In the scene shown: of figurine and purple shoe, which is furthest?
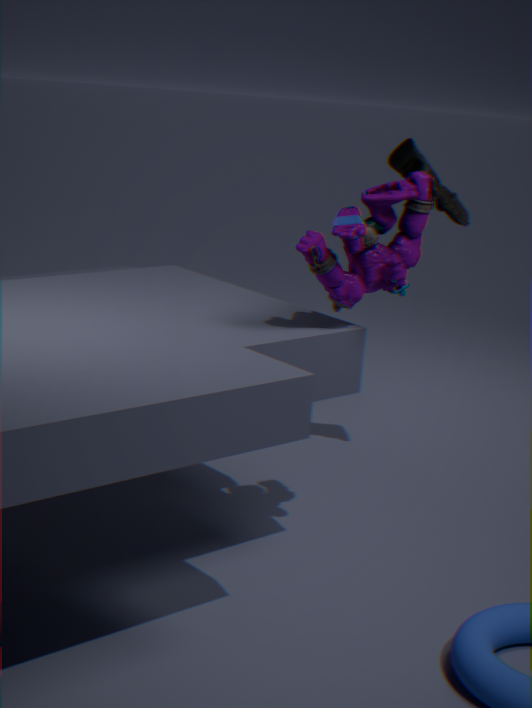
purple shoe
